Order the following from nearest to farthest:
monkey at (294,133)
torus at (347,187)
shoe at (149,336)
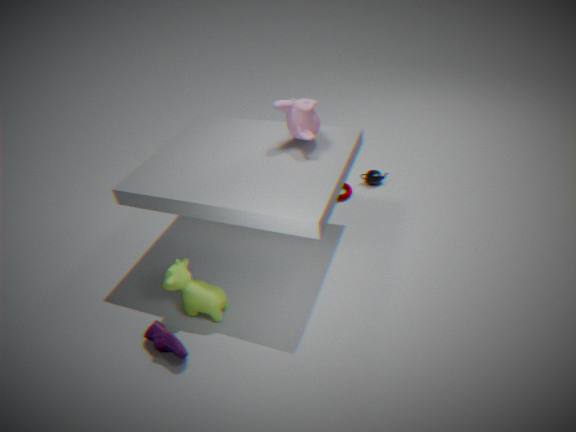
shoe at (149,336)
monkey at (294,133)
torus at (347,187)
